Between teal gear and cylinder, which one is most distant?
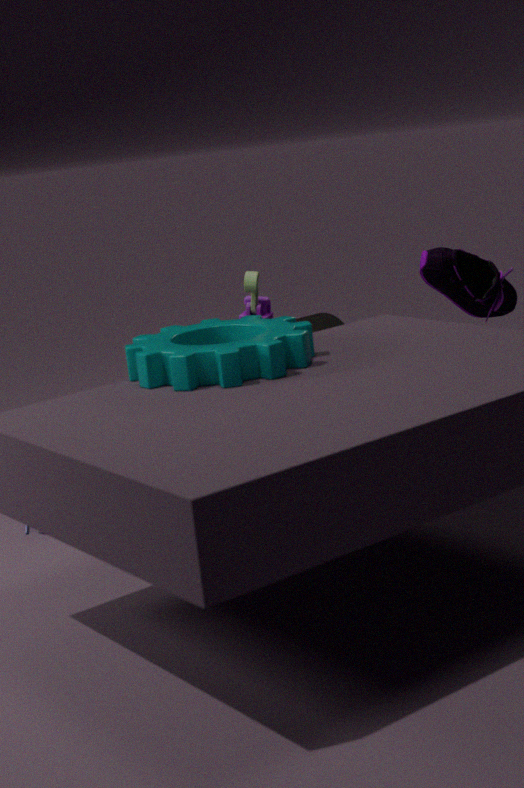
cylinder
